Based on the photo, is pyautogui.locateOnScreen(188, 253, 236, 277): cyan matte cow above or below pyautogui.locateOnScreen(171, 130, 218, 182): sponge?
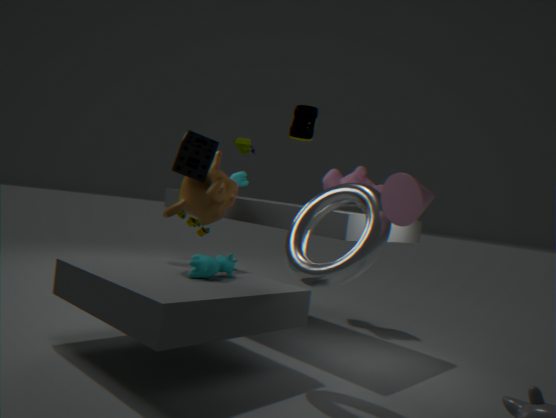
below
